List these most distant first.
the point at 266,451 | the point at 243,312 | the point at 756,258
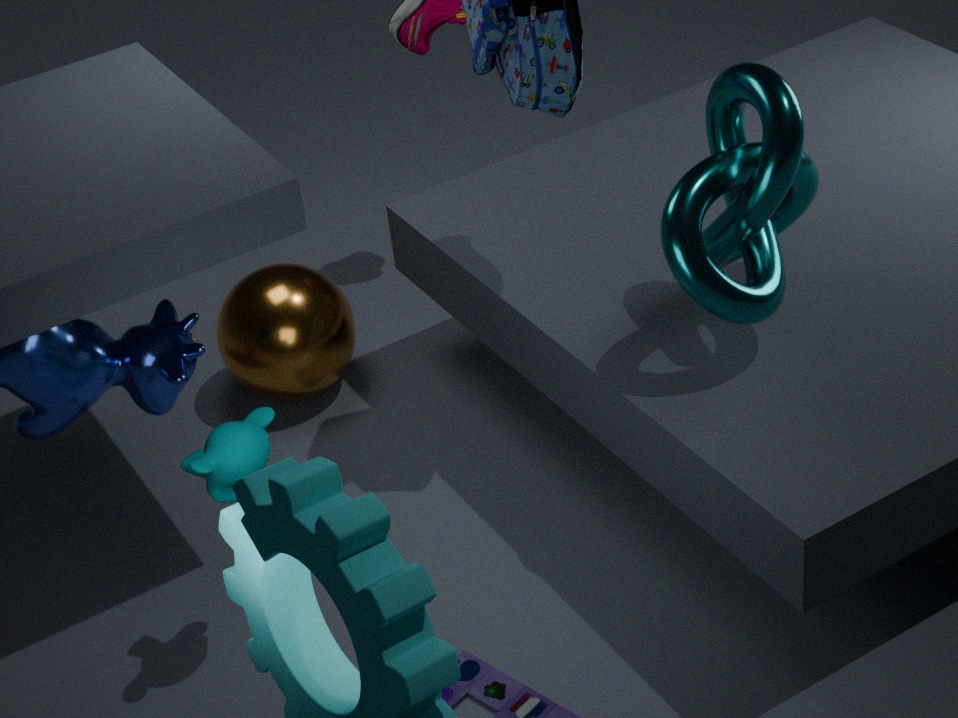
the point at 243,312 → the point at 756,258 → the point at 266,451
